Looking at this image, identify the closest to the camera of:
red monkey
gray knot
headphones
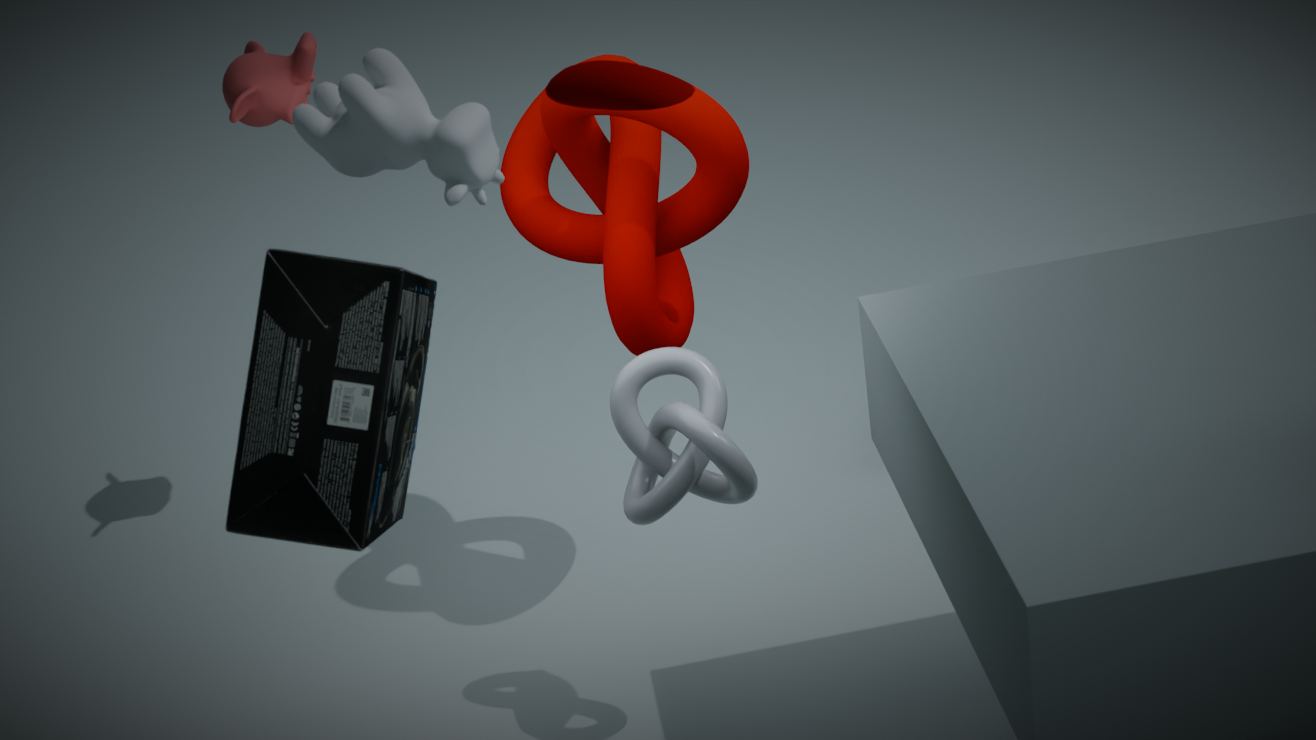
headphones
